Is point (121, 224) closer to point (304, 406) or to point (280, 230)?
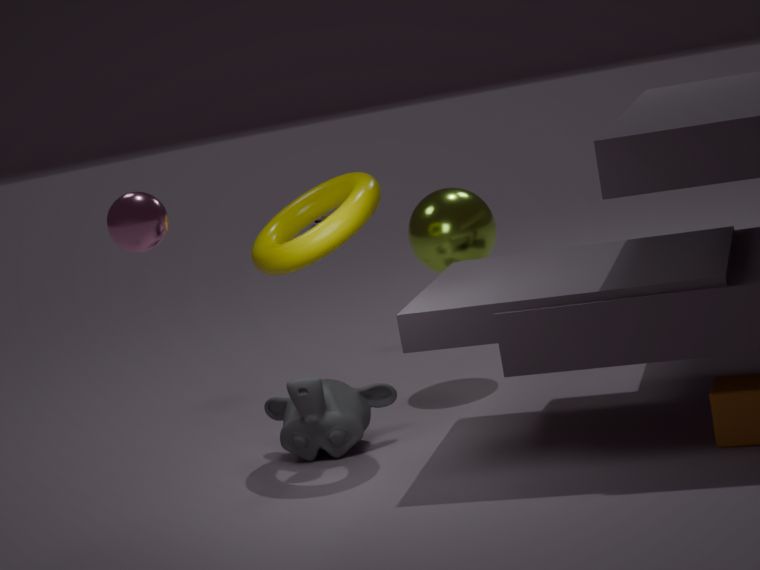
point (280, 230)
